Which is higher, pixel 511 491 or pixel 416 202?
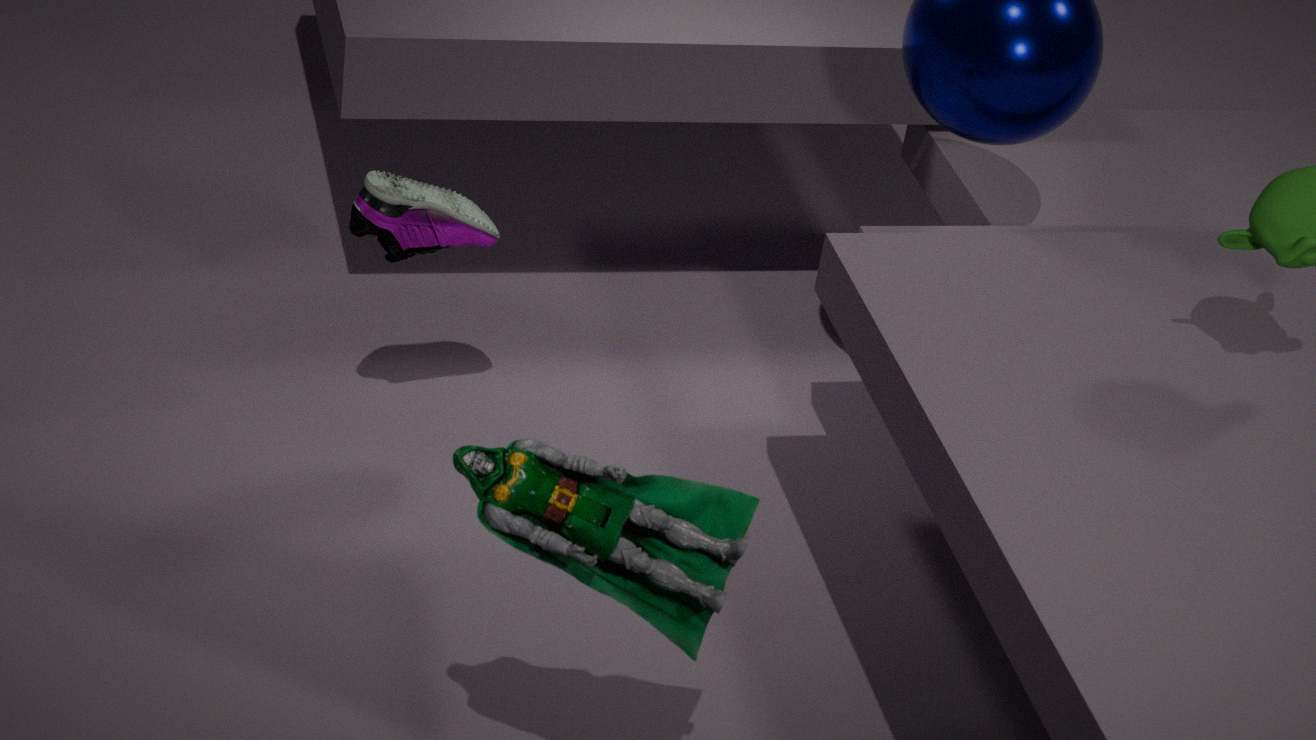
pixel 511 491
